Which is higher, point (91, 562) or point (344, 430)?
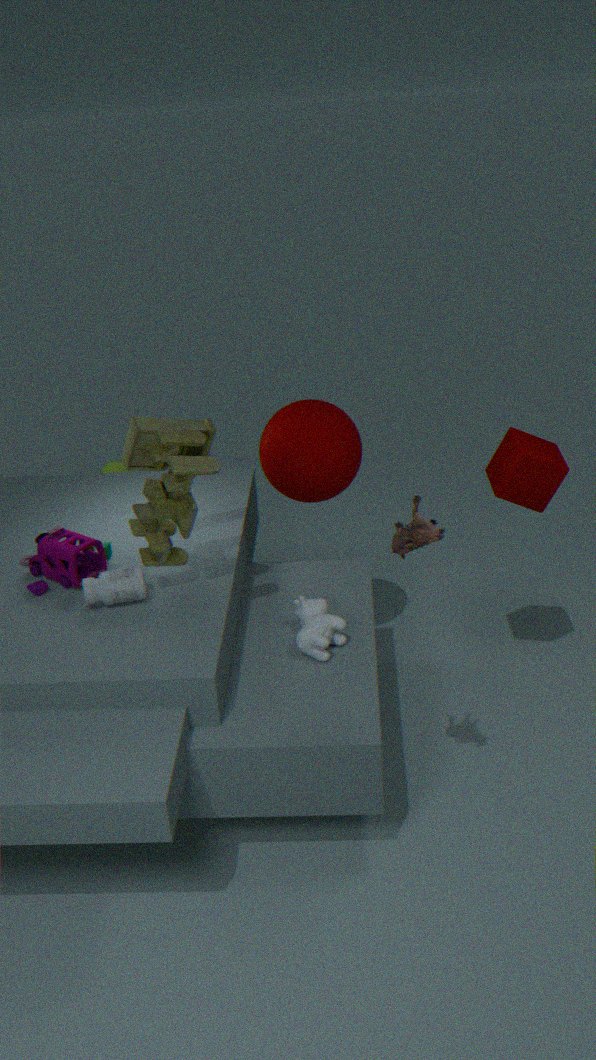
point (344, 430)
